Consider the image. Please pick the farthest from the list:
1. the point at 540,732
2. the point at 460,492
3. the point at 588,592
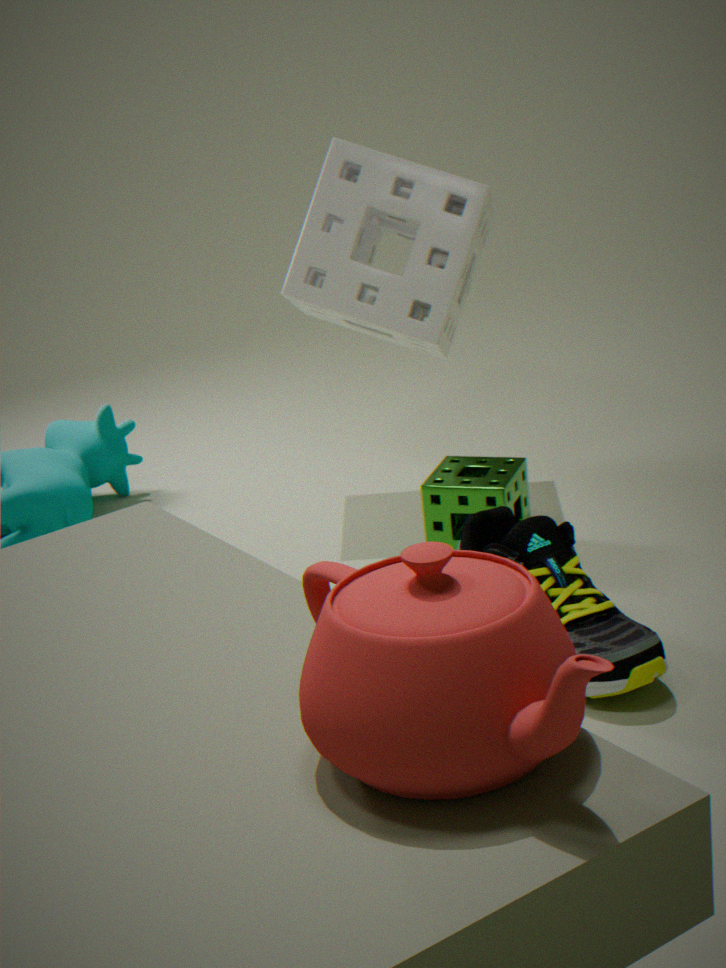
the point at 460,492
